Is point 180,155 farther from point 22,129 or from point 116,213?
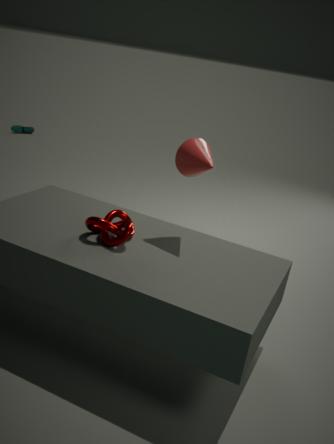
point 22,129
